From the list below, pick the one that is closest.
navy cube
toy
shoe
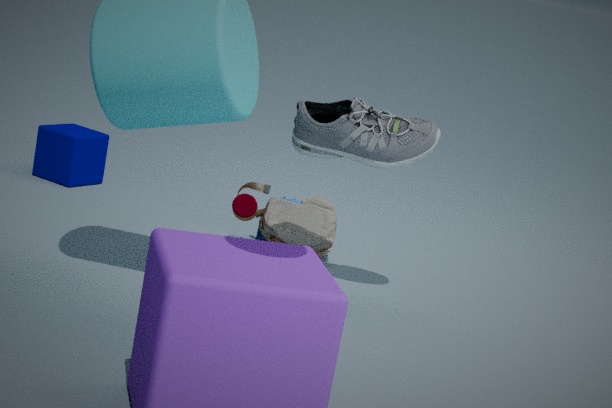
shoe
